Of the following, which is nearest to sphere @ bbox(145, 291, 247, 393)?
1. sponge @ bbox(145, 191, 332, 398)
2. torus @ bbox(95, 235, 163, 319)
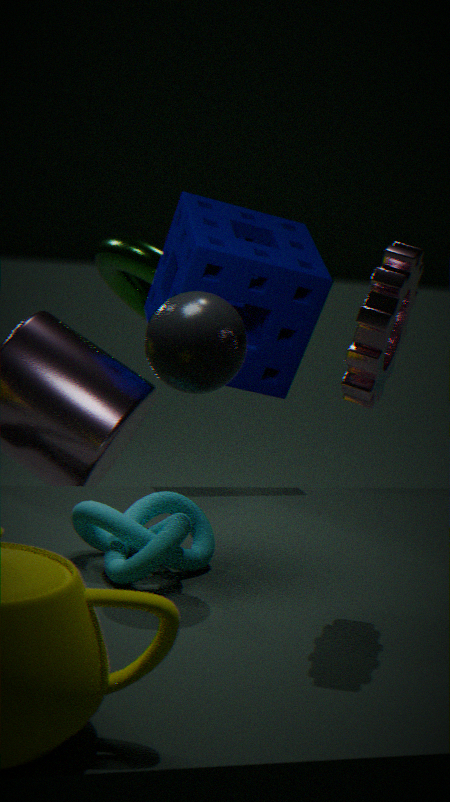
sponge @ bbox(145, 191, 332, 398)
